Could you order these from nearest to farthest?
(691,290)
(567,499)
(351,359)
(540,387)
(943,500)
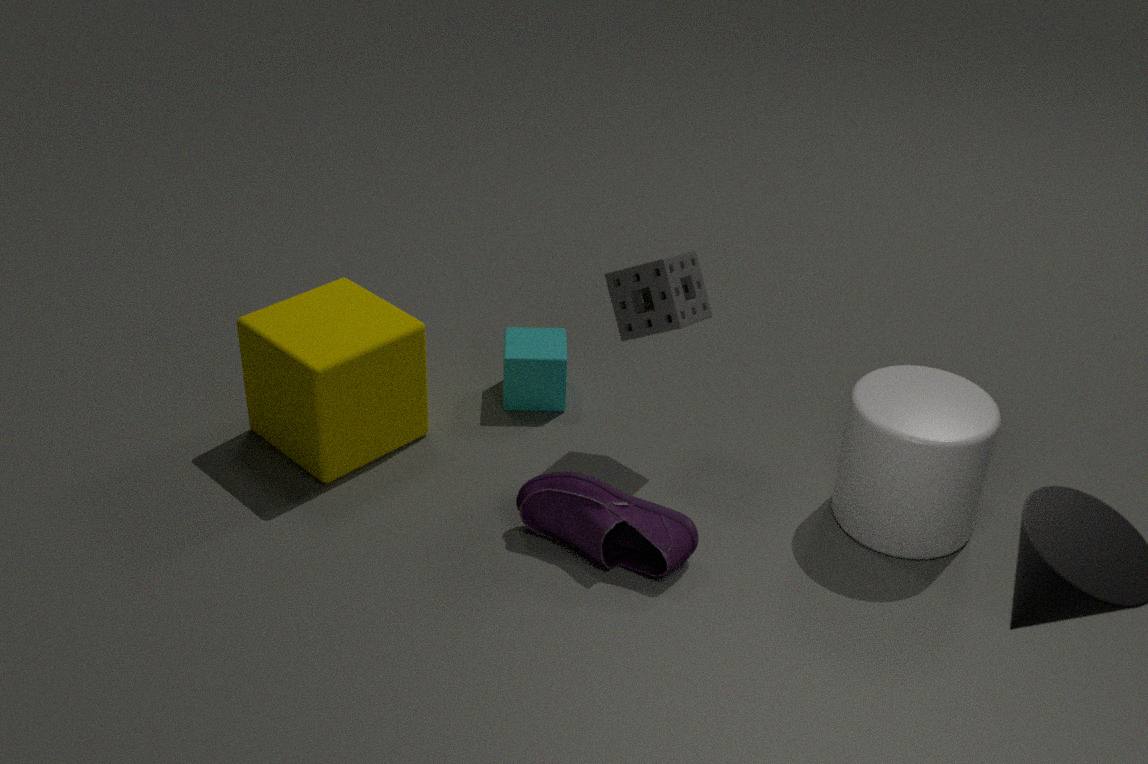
(943,500), (567,499), (351,359), (691,290), (540,387)
